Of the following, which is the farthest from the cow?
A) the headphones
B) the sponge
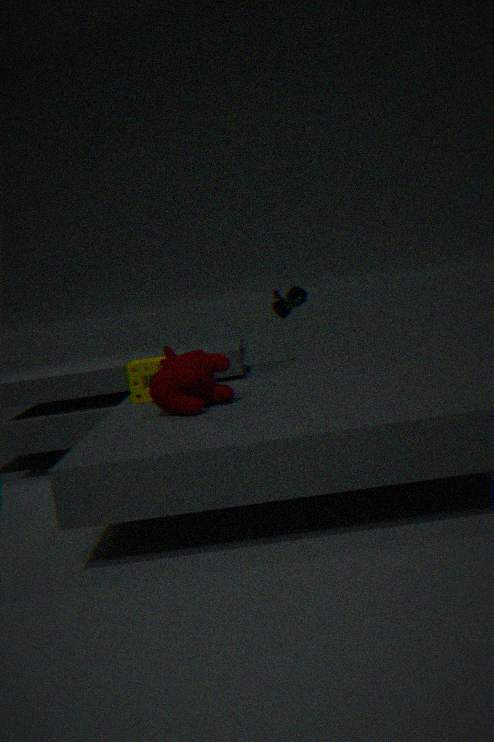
the headphones
